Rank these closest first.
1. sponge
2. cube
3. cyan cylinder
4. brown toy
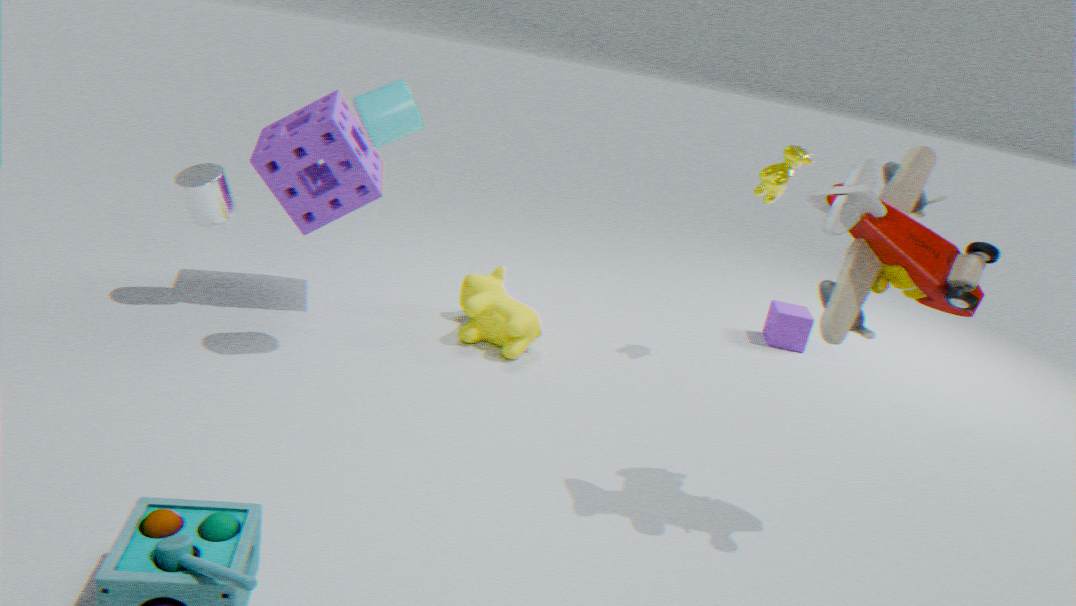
brown toy < cyan cylinder < sponge < cube
